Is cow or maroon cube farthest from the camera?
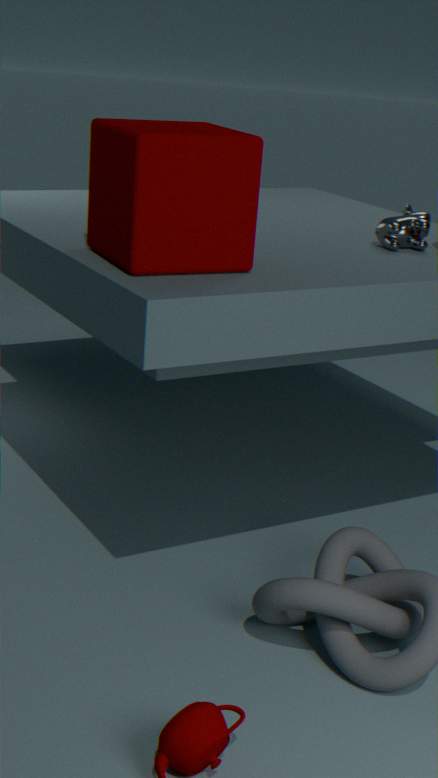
cow
